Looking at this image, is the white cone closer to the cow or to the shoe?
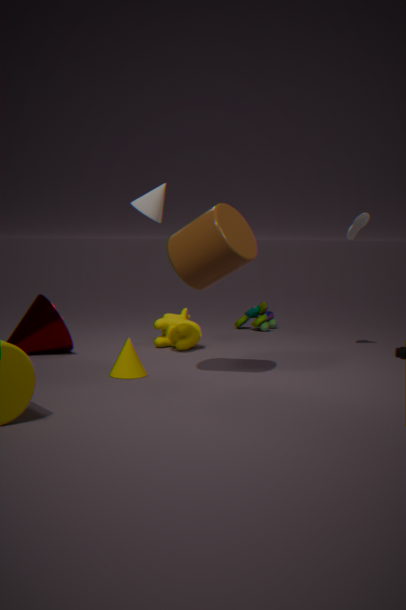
the cow
